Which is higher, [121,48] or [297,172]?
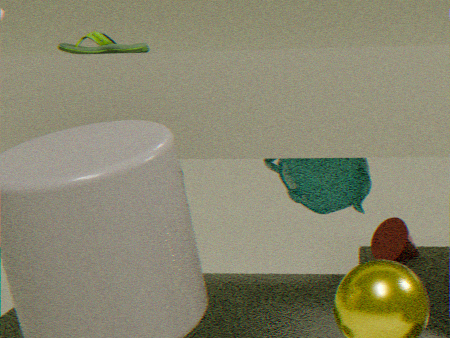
[121,48]
